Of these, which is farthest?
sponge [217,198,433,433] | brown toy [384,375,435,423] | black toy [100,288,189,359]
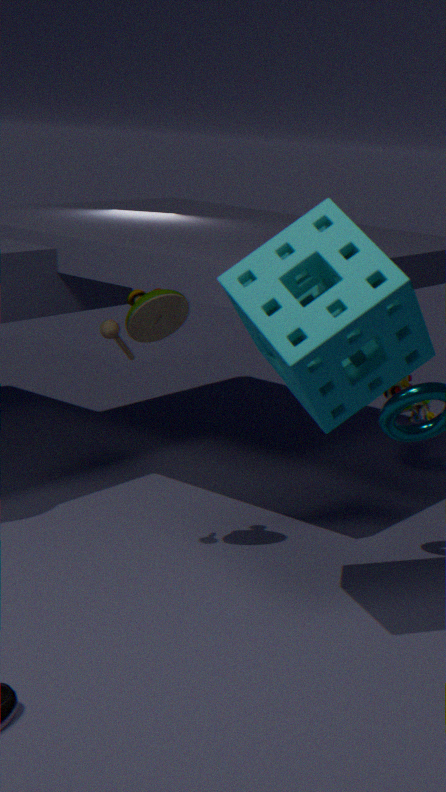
brown toy [384,375,435,423]
